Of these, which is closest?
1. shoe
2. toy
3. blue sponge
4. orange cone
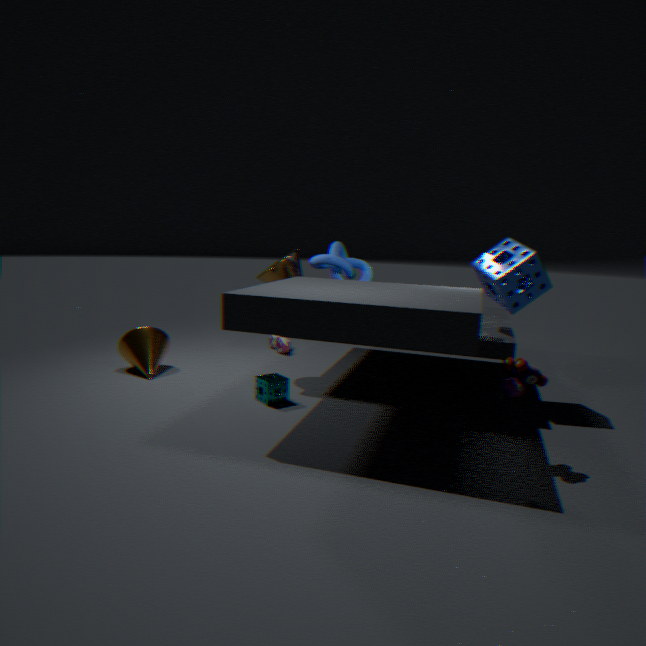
toy
